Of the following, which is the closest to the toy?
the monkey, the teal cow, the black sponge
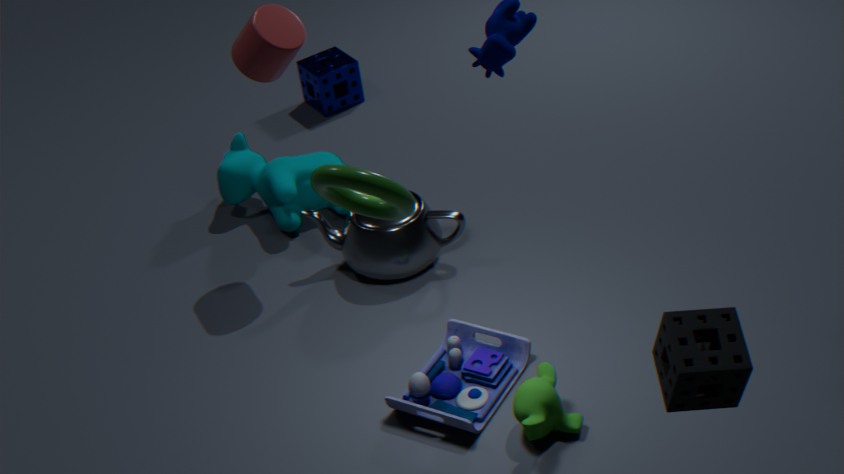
the monkey
